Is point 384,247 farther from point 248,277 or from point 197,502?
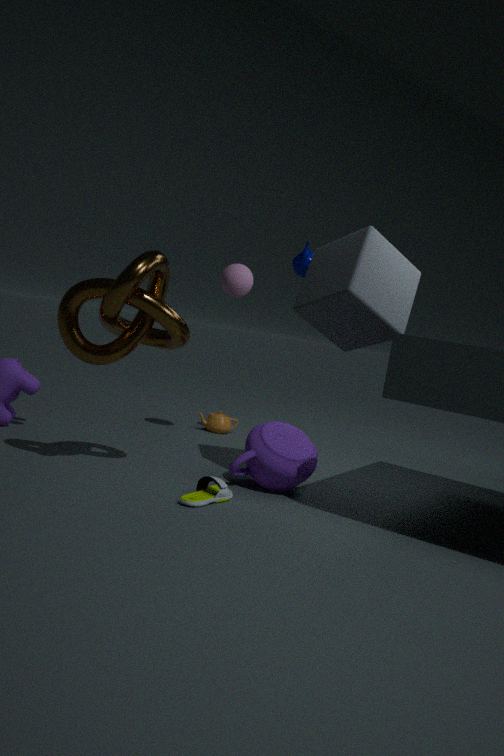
point 197,502
